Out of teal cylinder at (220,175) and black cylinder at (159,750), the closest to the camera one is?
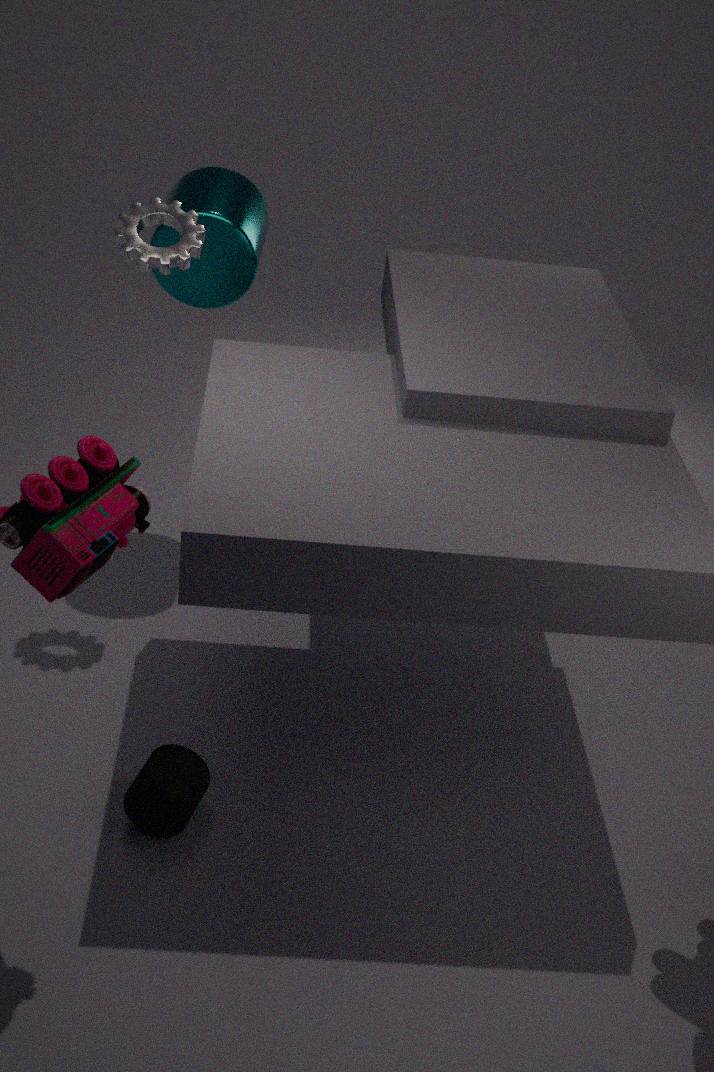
black cylinder at (159,750)
